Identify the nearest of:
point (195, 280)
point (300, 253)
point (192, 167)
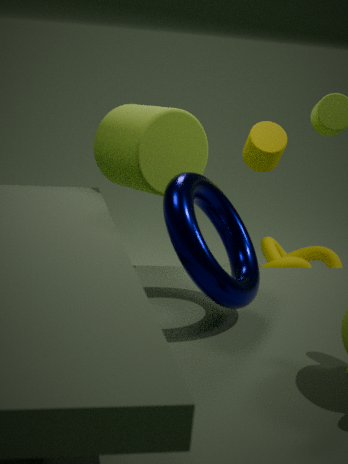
point (195, 280)
